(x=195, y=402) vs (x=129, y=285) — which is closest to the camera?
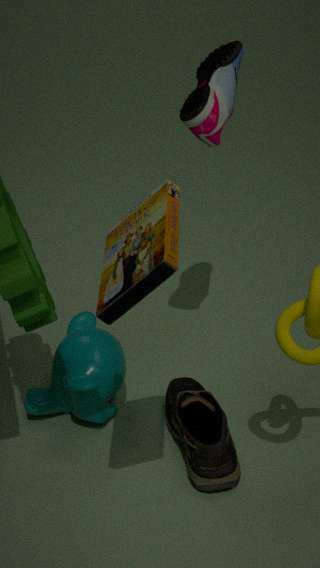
(x=129, y=285)
